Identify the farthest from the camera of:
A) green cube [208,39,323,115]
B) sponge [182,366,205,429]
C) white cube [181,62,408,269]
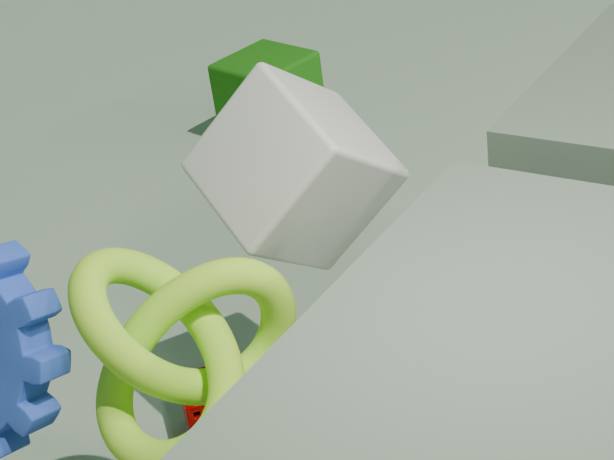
green cube [208,39,323,115]
